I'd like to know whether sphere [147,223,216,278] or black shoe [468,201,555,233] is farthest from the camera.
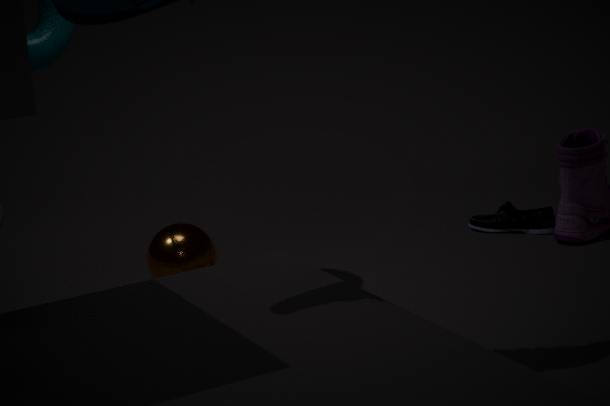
black shoe [468,201,555,233]
